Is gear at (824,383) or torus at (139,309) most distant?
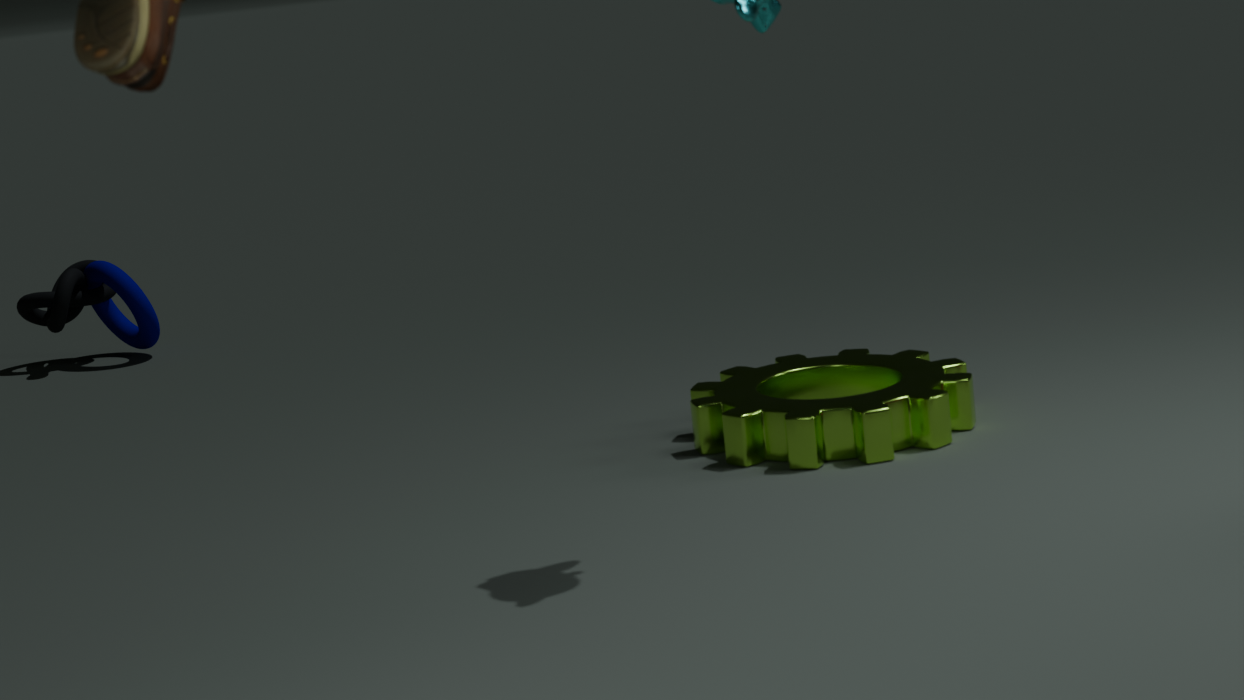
torus at (139,309)
